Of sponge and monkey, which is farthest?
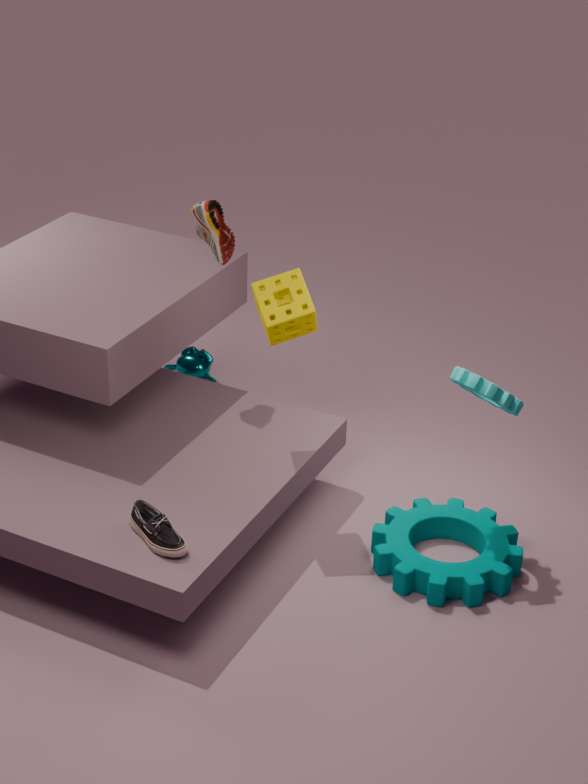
monkey
